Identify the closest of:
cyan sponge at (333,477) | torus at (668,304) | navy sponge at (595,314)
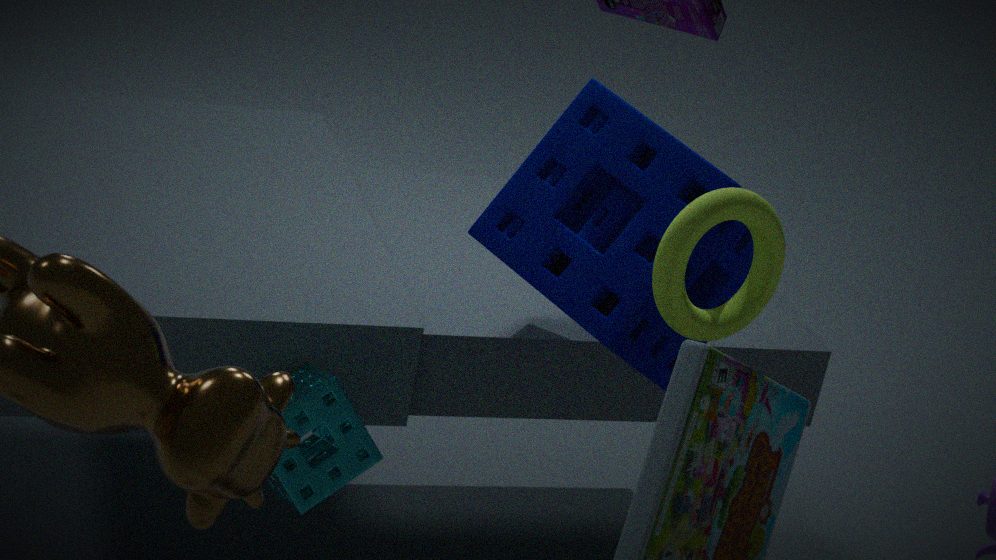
torus at (668,304)
